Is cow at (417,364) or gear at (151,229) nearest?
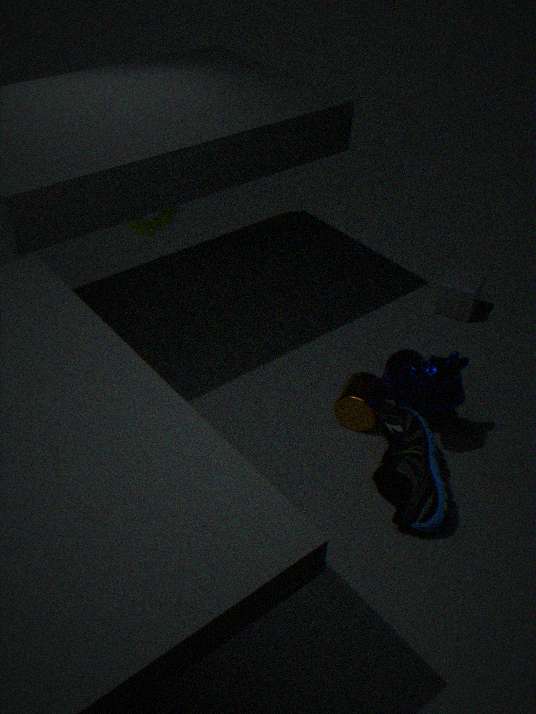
cow at (417,364)
